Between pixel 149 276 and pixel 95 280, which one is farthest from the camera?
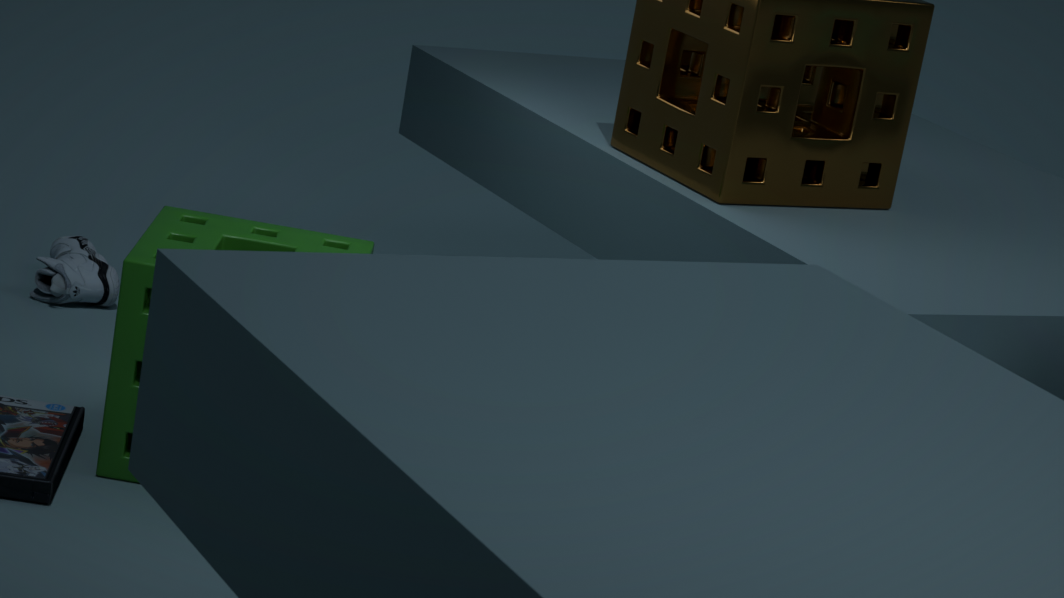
pixel 95 280
